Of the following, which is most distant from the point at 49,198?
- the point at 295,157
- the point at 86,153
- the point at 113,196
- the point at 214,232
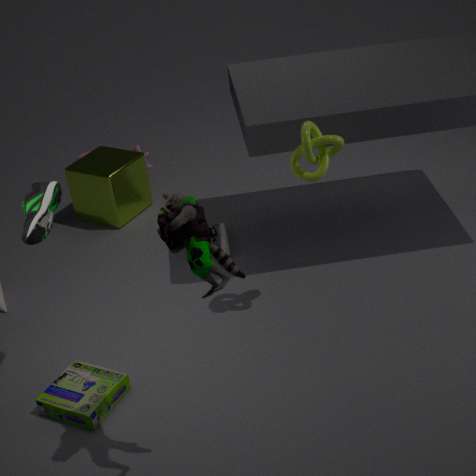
the point at 86,153
